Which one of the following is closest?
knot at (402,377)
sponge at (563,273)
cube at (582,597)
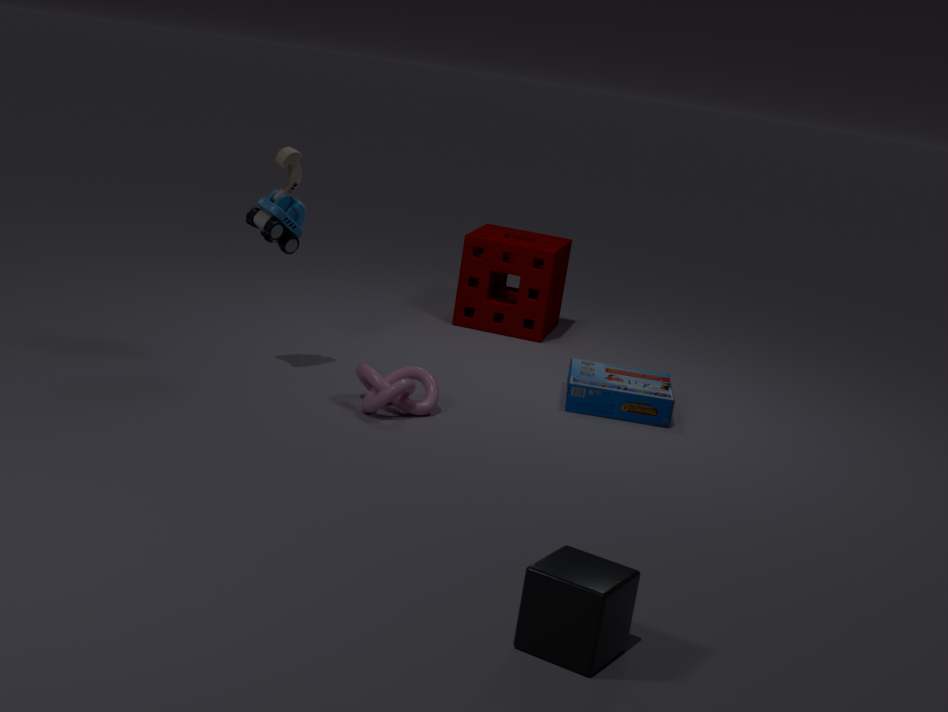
cube at (582,597)
